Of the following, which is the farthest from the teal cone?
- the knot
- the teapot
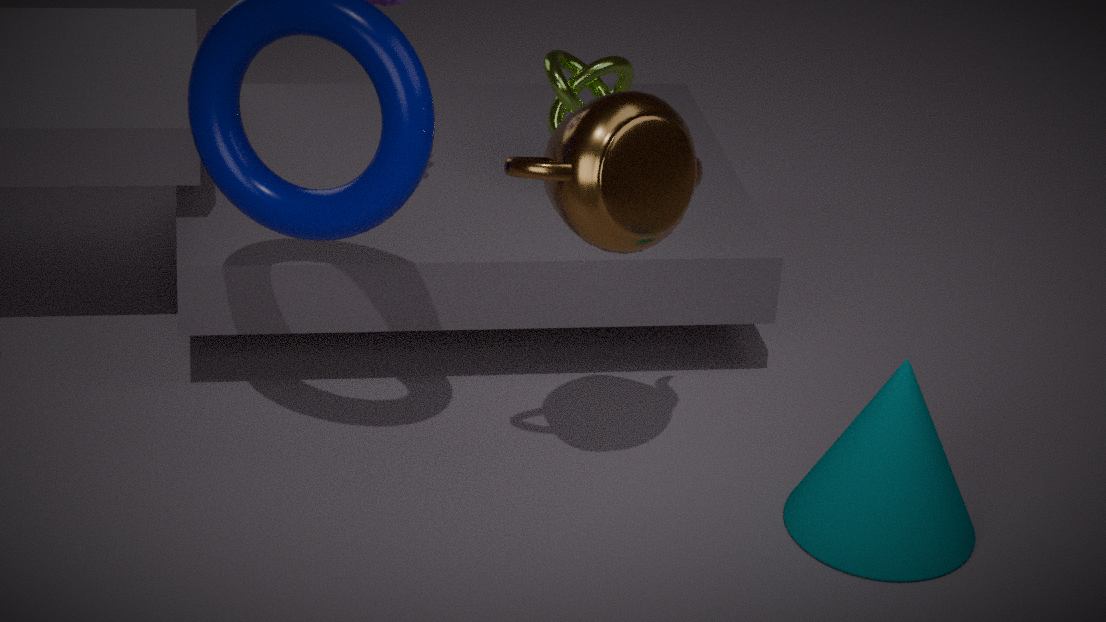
the knot
